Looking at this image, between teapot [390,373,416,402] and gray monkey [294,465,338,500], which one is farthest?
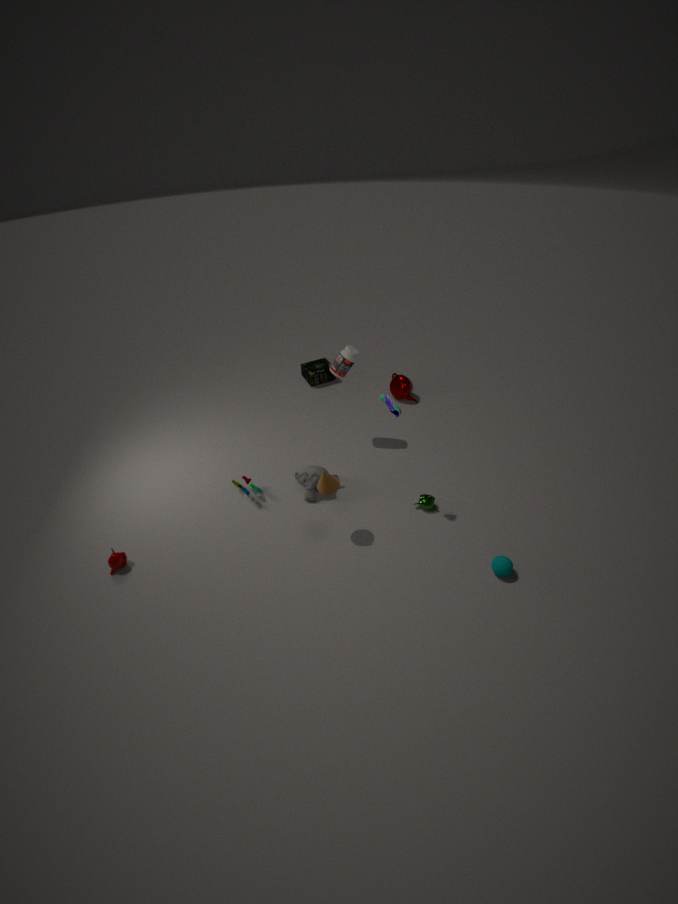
teapot [390,373,416,402]
